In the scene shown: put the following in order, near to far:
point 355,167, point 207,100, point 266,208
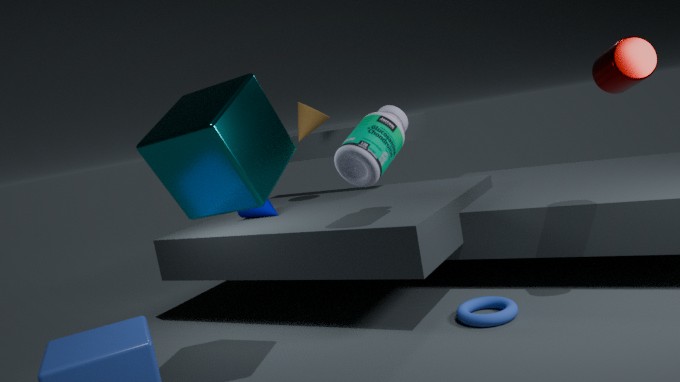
1. point 207,100
2. point 355,167
3. point 266,208
